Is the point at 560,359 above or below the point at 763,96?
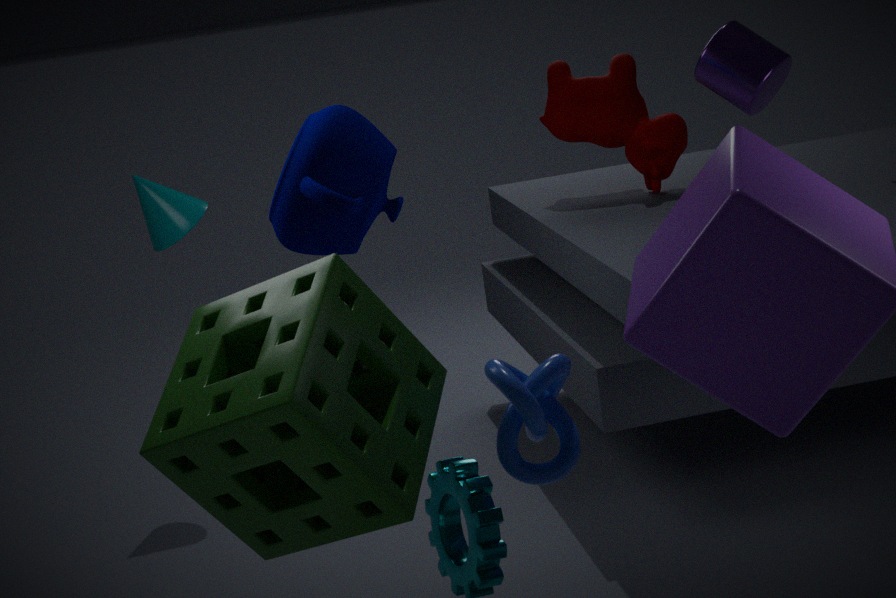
below
